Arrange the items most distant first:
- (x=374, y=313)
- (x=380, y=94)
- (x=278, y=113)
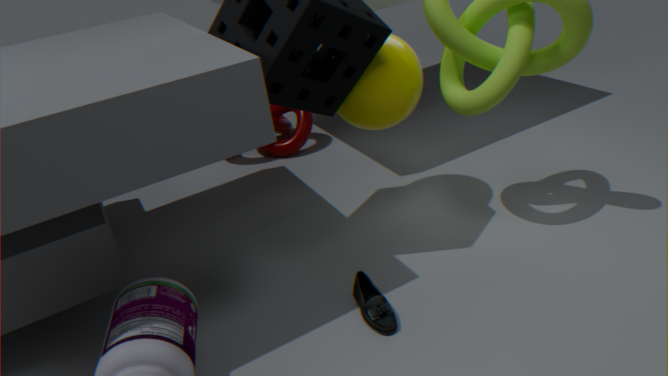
(x=278, y=113), (x=380, y=94), (x=374, y=313)
